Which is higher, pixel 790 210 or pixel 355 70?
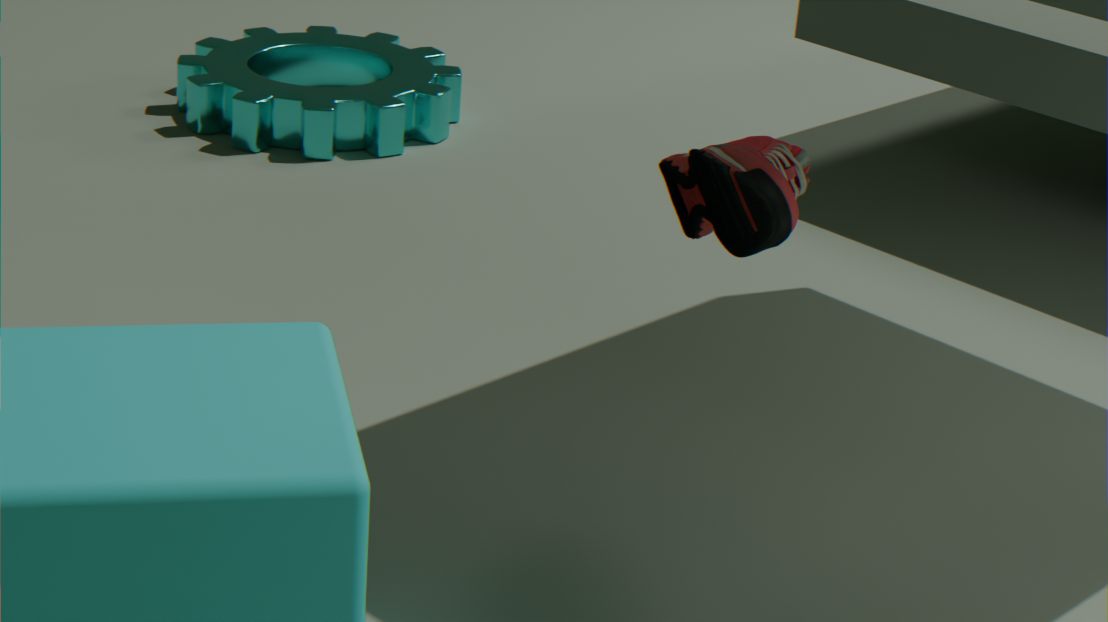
pixel 790 210
